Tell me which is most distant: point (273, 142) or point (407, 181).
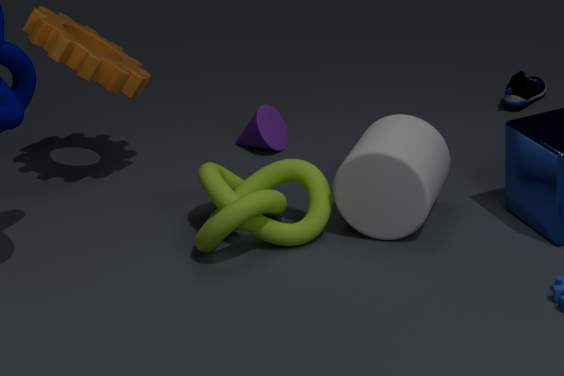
point (273, 142)
